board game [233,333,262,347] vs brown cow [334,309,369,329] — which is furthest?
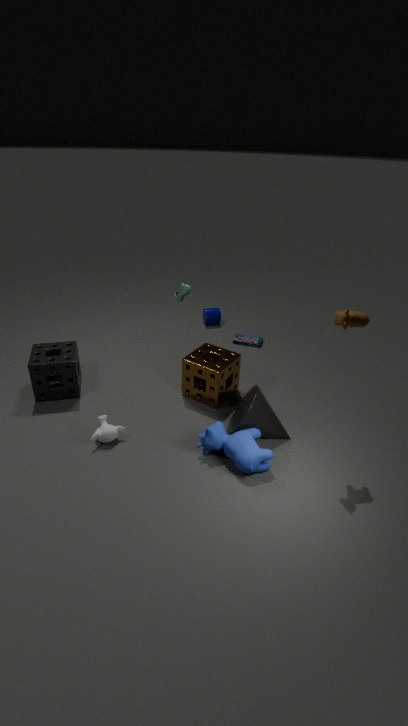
board game [233,333,262,347]
